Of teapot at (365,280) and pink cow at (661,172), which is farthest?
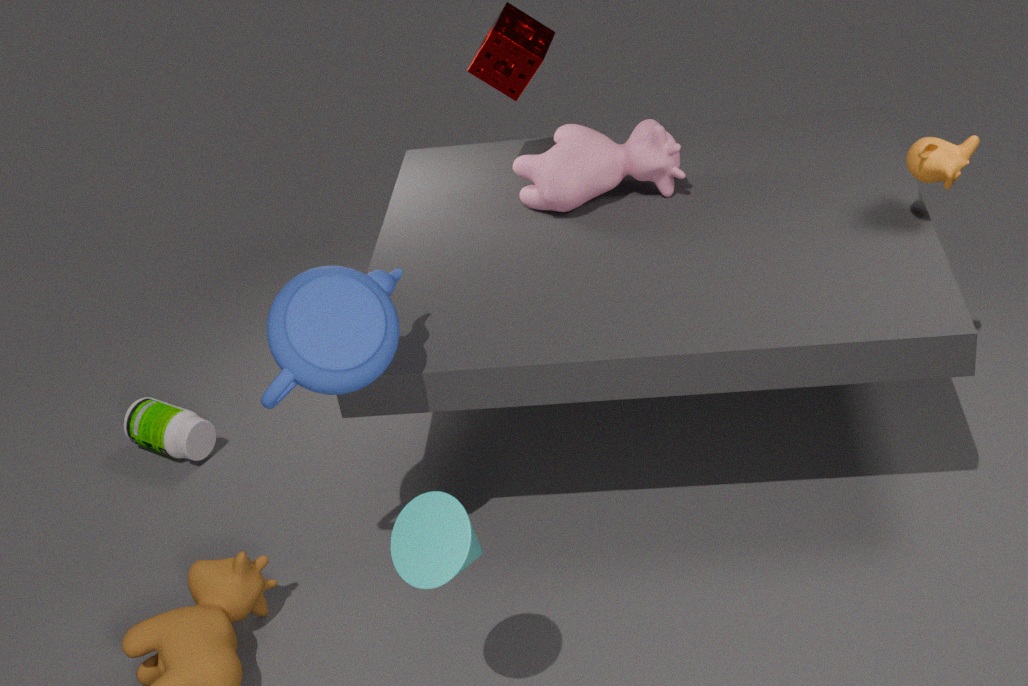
pink cow at (661,172)
